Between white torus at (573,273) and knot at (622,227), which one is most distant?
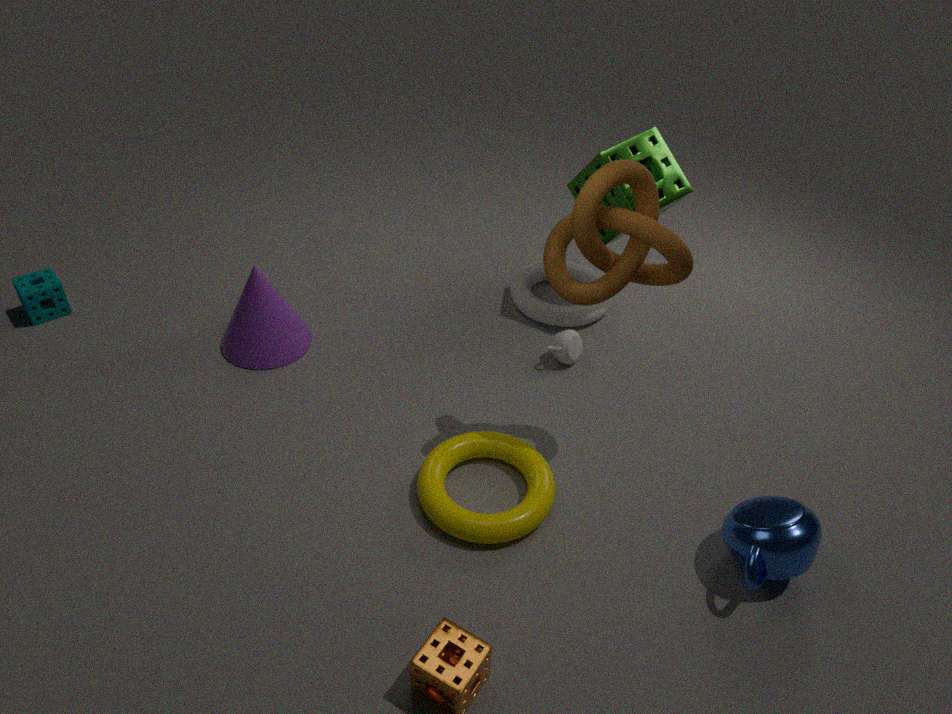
white torus at (573,273)
